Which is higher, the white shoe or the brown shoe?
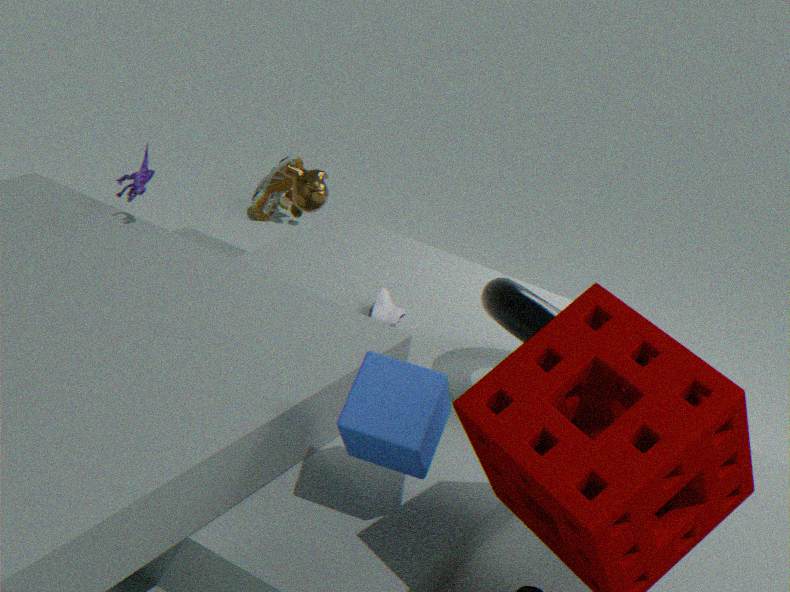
the white shoe
